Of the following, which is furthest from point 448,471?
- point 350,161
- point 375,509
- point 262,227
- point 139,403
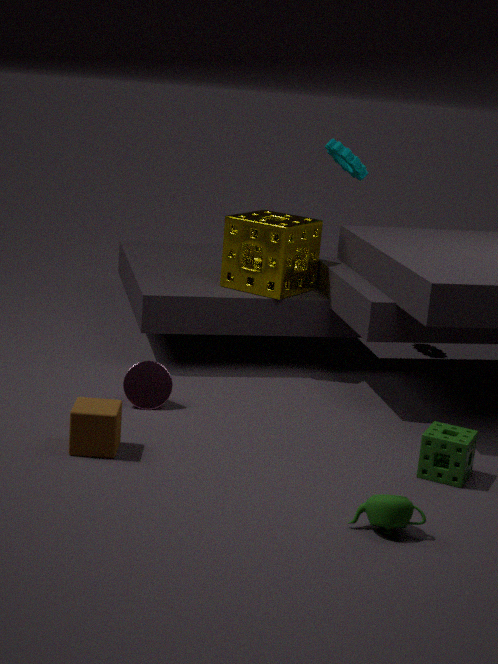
point 350,161
